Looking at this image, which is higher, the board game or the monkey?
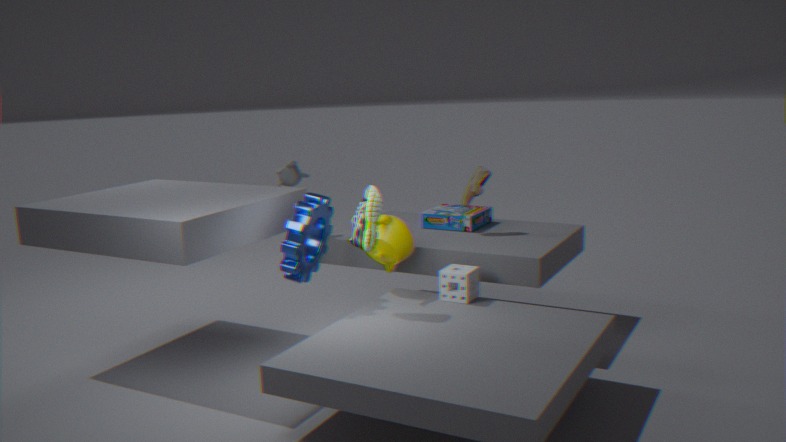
the monkey
